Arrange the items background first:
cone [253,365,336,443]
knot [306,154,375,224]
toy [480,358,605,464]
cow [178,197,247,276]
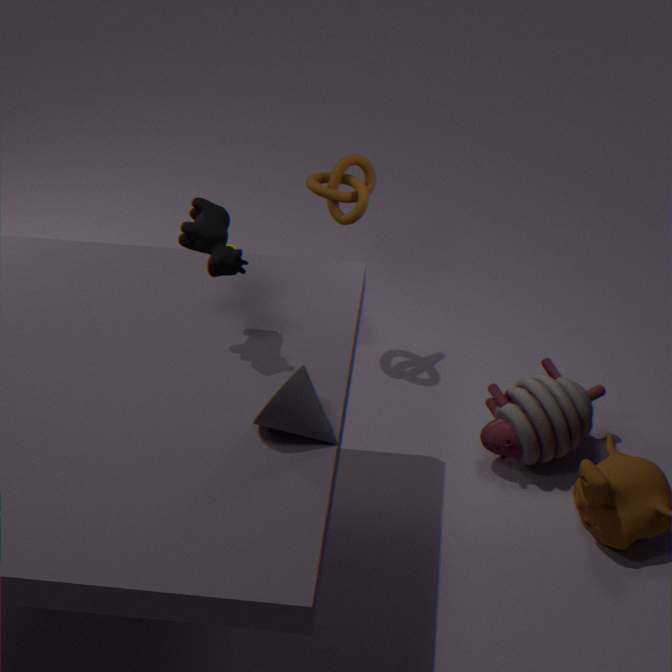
knot [306,154,375,224] → toy [480,358,605,464] → cow [178,197,247,276] → cone [253,365,336,443]
